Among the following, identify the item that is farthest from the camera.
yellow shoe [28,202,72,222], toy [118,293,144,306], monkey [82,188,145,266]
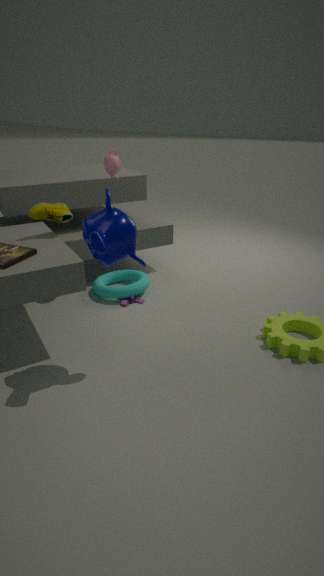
toy [118,293,144,306]
